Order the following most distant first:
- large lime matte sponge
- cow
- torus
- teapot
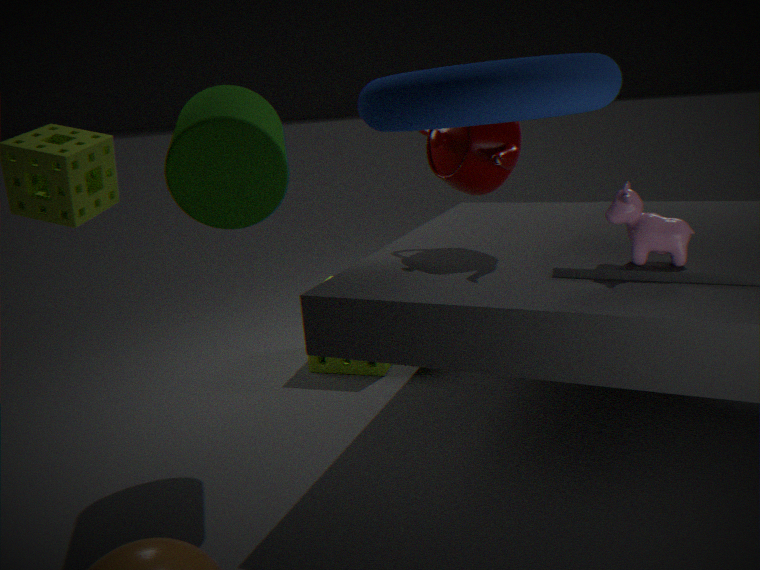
1. large lime matte sponge
2. teapot
3. cow
4. torus
